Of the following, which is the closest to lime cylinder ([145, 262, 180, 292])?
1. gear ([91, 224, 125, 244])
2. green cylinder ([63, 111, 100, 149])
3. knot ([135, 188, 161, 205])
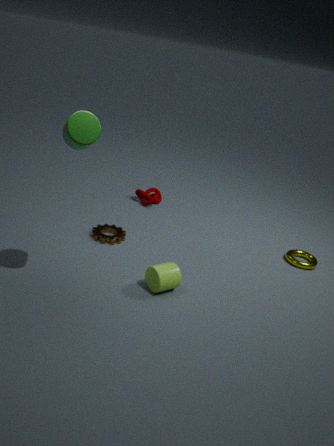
gear ([91, 224, 125, 244])
